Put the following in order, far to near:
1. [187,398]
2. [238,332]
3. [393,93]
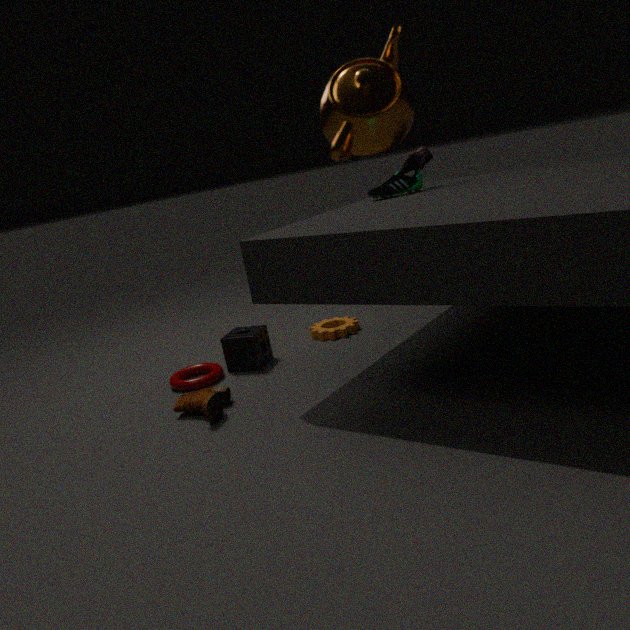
[238,332]
[187,398]
[393,93]
